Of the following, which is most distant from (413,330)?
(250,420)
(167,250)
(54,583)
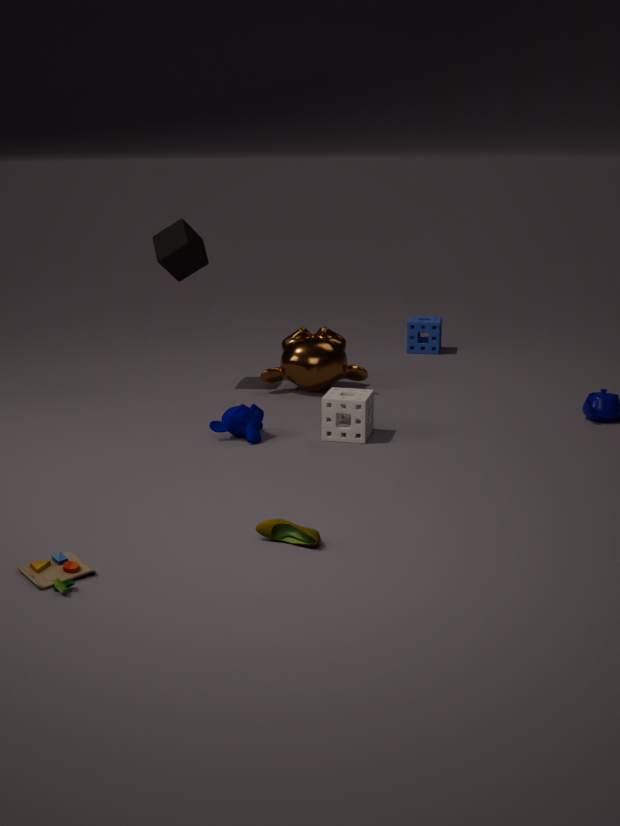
(54,583)
